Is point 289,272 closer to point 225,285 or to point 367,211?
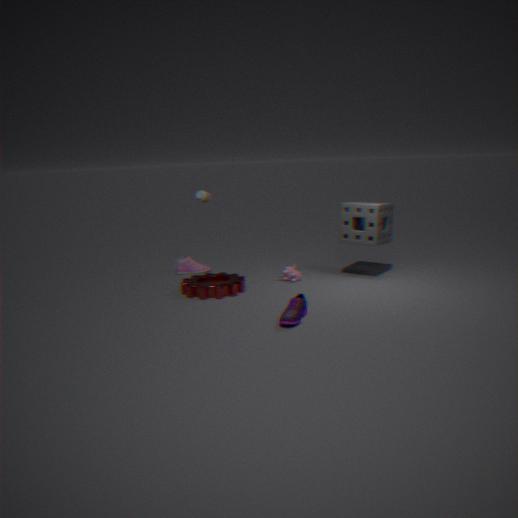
point 225,285
